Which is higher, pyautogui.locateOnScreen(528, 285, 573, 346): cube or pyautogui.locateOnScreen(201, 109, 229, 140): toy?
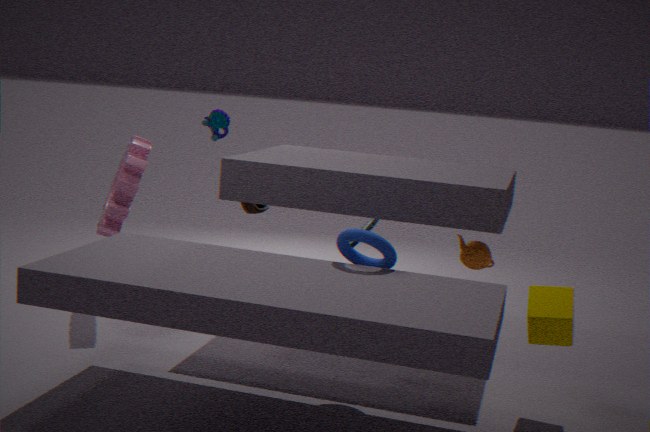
pyautogui.locateOnScreen(201, 109, 229, 140): toy
